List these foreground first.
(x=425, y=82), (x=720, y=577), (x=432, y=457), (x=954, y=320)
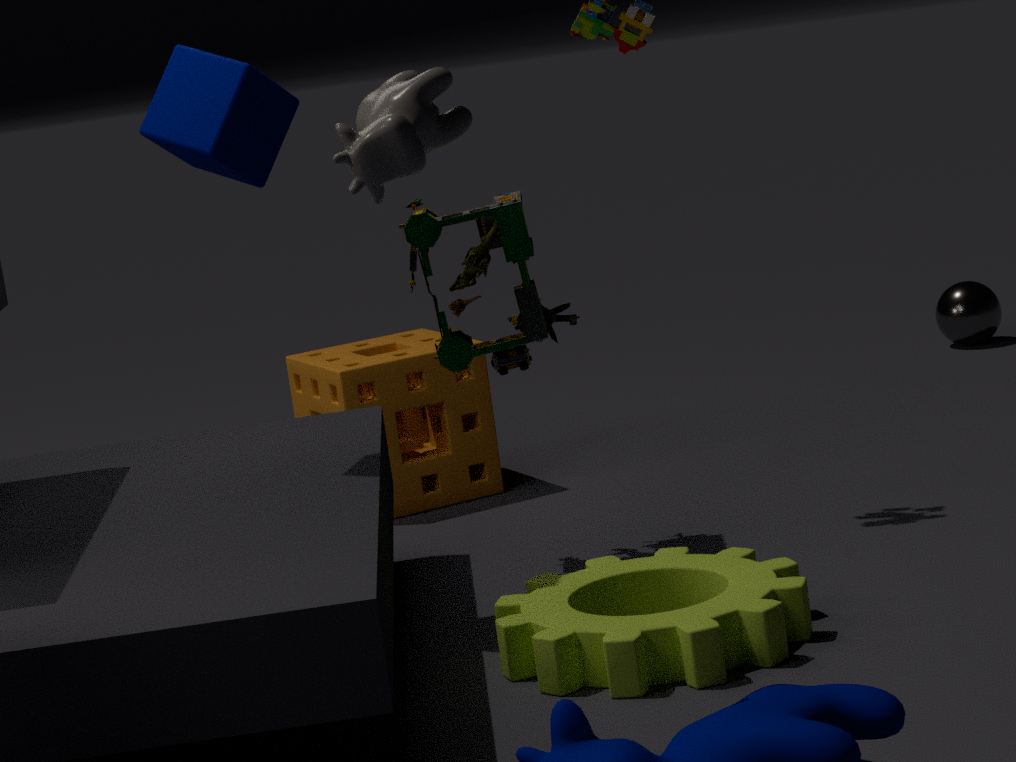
1. (x=425, y=82)
2. (x=720, y=577)
3. (x=432, y=457)
4. (x=954, y=320)
